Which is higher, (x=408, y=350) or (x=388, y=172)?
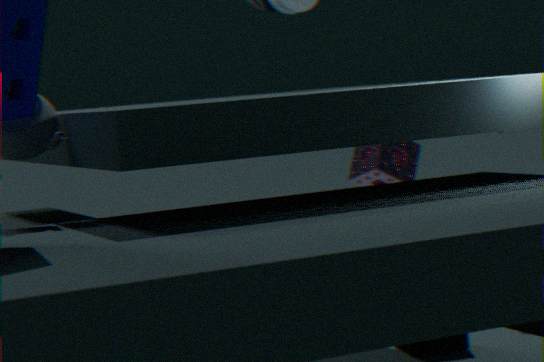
(x=388, y=172)
